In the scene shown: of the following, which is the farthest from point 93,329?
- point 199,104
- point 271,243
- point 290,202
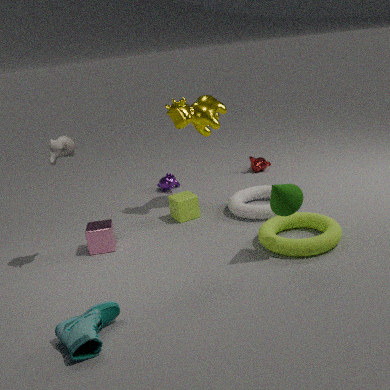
point 199,104
